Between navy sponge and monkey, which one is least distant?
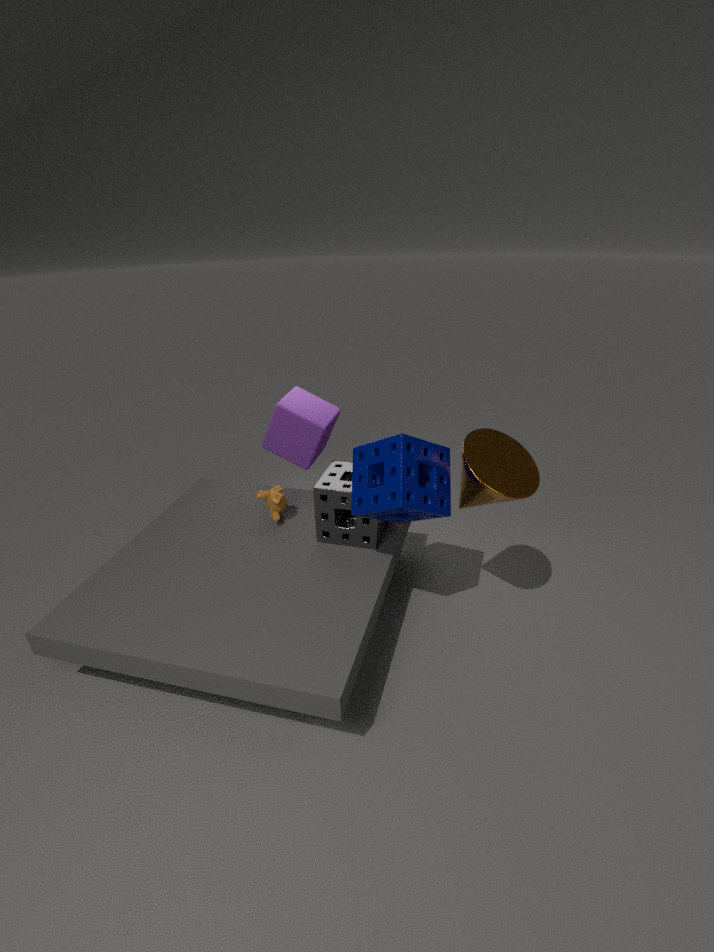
navy sponge
